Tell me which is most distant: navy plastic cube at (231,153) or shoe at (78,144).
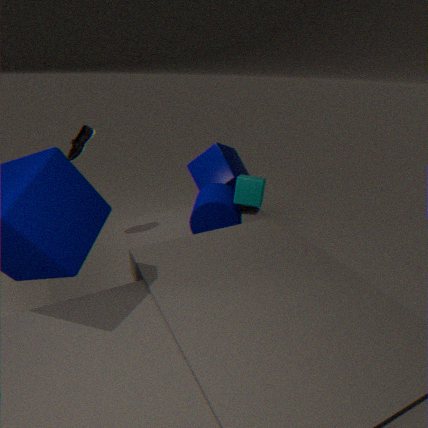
navy plastic cube at (231,153)
